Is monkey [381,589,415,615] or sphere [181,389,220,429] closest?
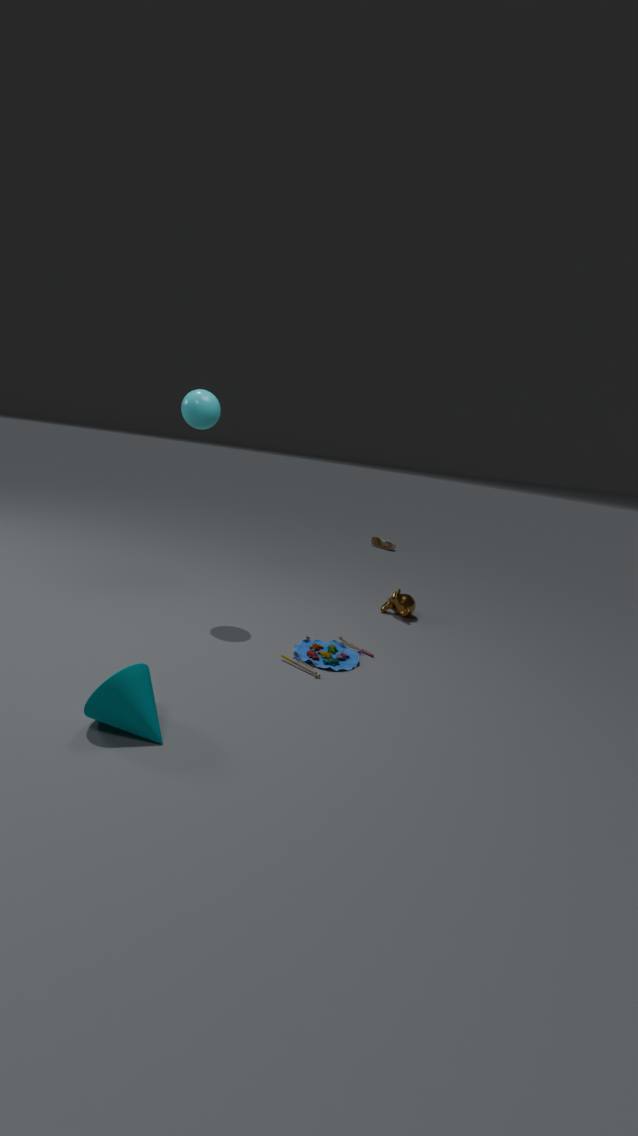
sphere [181,389,220,429]
